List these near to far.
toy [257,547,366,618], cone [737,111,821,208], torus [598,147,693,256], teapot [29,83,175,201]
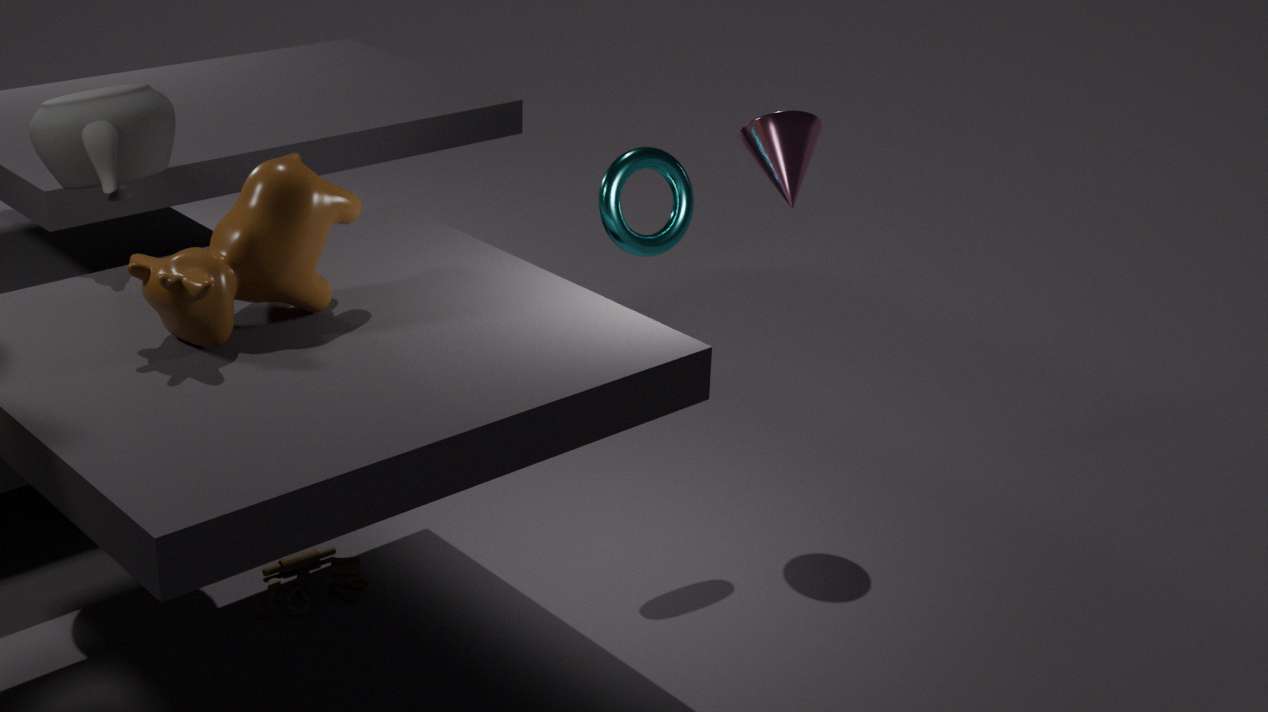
teapot [29,83,175,201] → toy [257,547,366,618] → torus [598,147,693,256] → cone [737,111,821,208]
